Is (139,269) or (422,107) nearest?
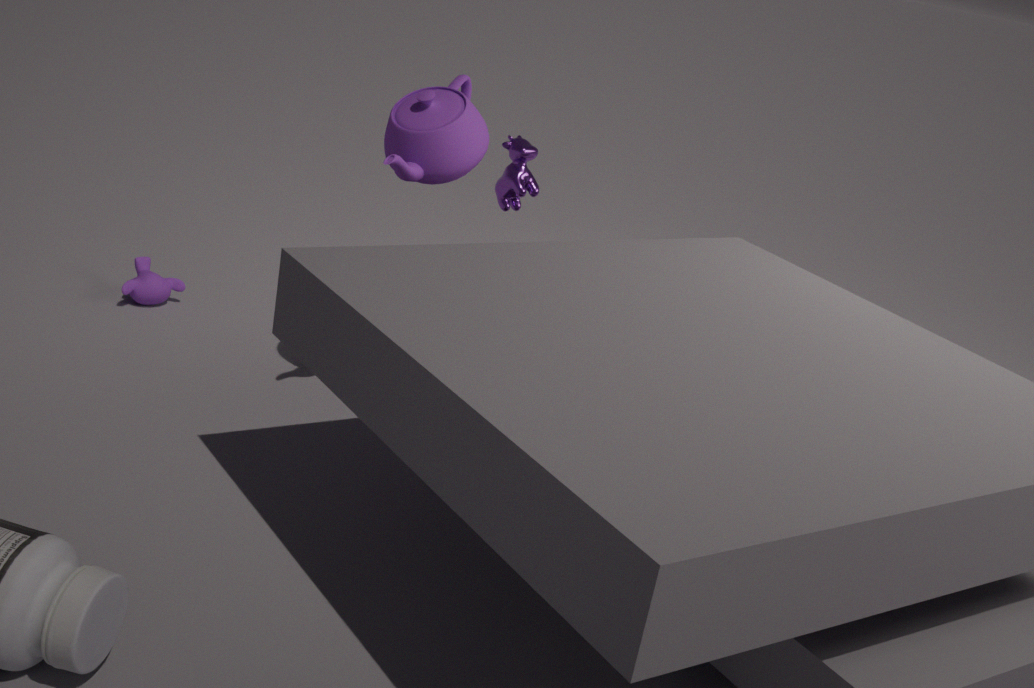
(422,107)
